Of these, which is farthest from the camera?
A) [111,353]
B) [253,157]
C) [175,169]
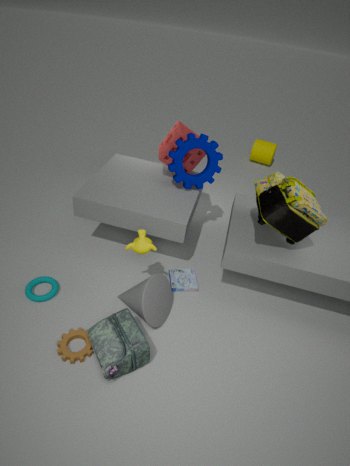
[253,157]
